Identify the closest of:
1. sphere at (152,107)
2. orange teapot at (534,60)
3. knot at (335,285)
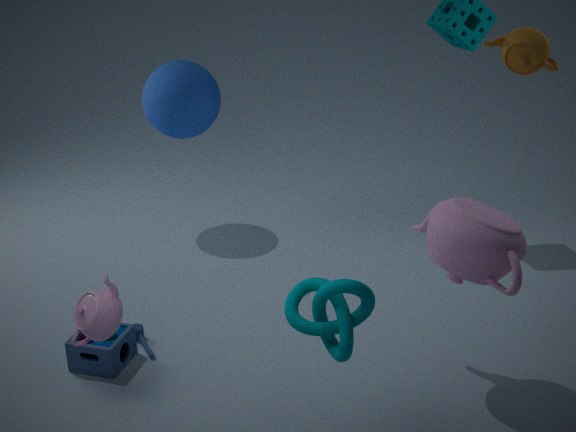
knot at (335,285)
